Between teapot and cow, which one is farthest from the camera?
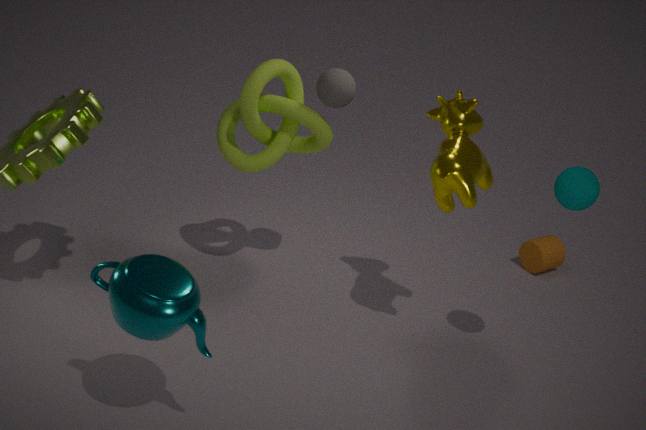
cow
